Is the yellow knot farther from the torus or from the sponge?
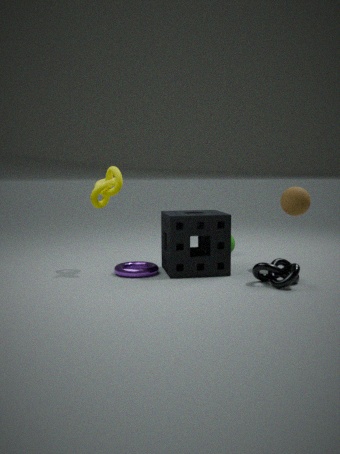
the torus
